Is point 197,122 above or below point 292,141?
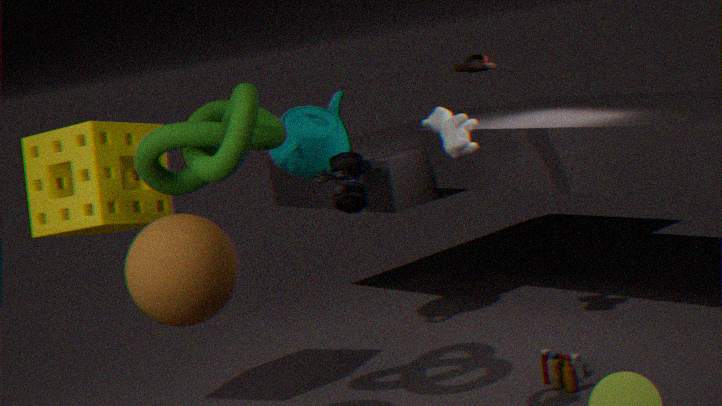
above
